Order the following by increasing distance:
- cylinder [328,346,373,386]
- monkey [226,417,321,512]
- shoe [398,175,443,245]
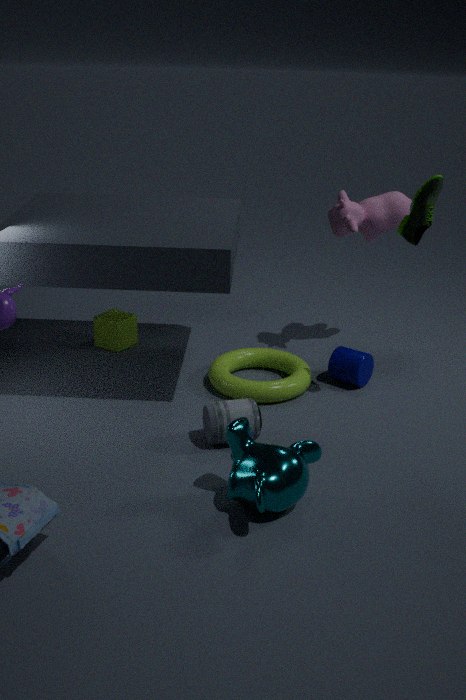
monkey [226,417,321,512] < shoe [398,175,443,245] < cylinder [328,346,373,386]
